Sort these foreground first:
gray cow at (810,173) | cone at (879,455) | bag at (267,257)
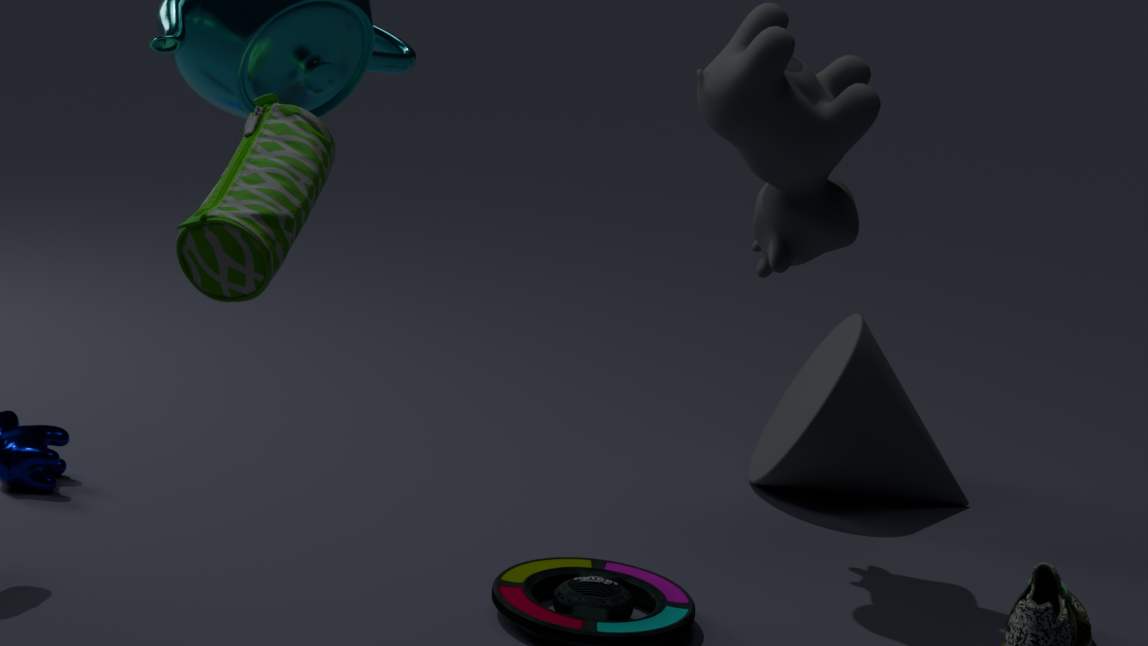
1. bag at (267,257)
2. gray cow at (810,173)
3. cone at (879,455)
